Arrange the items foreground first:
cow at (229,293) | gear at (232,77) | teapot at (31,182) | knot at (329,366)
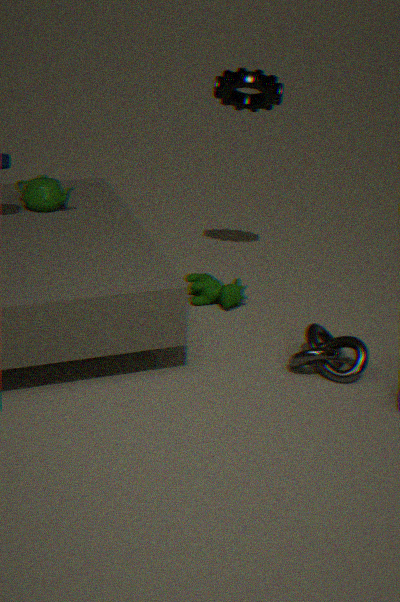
knot at (329,366) < gear at (232,77) < teapot at (31,182) < cow at (229,293)
